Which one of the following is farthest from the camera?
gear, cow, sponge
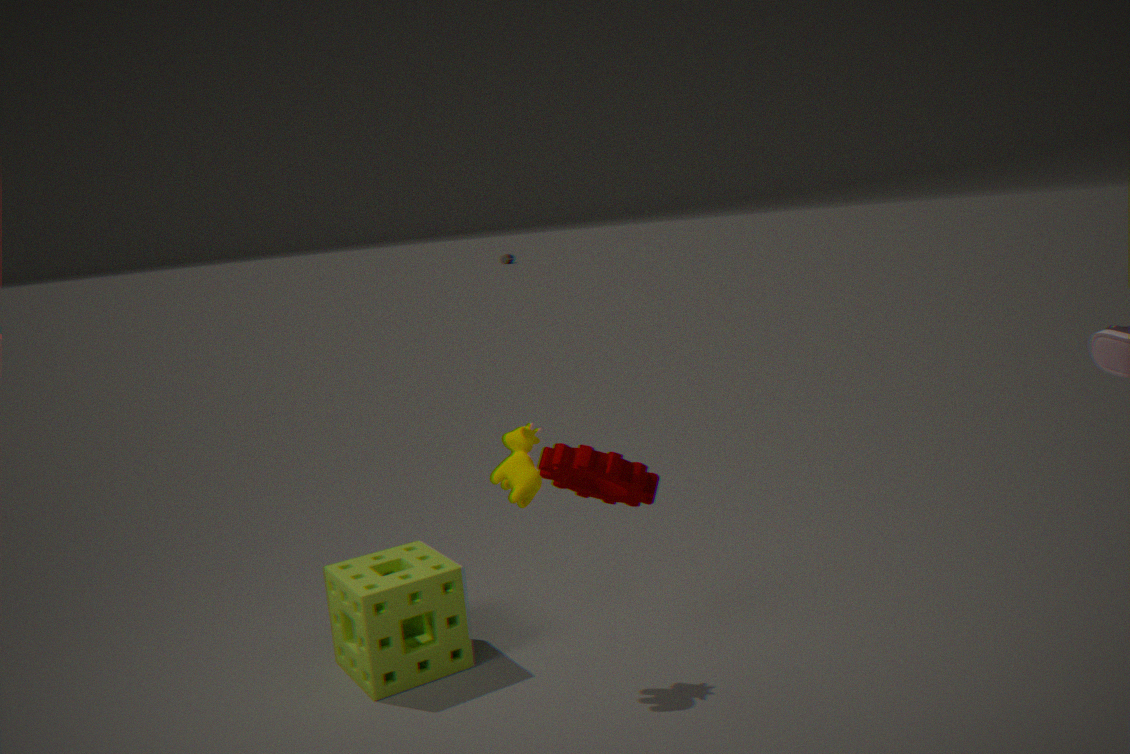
sponge
